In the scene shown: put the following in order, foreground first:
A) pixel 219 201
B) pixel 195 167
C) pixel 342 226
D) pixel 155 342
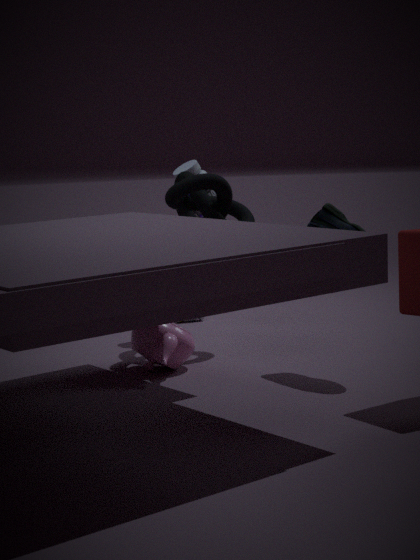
pixel 342 226 < pixel 155 342 < pixel 219 201 < pixel 195 167
